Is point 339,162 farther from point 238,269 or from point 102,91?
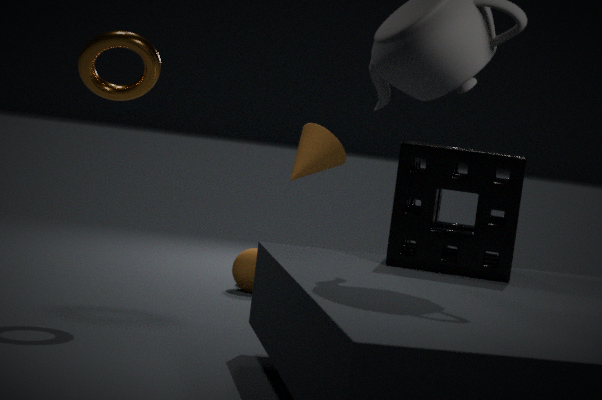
point 102,91
